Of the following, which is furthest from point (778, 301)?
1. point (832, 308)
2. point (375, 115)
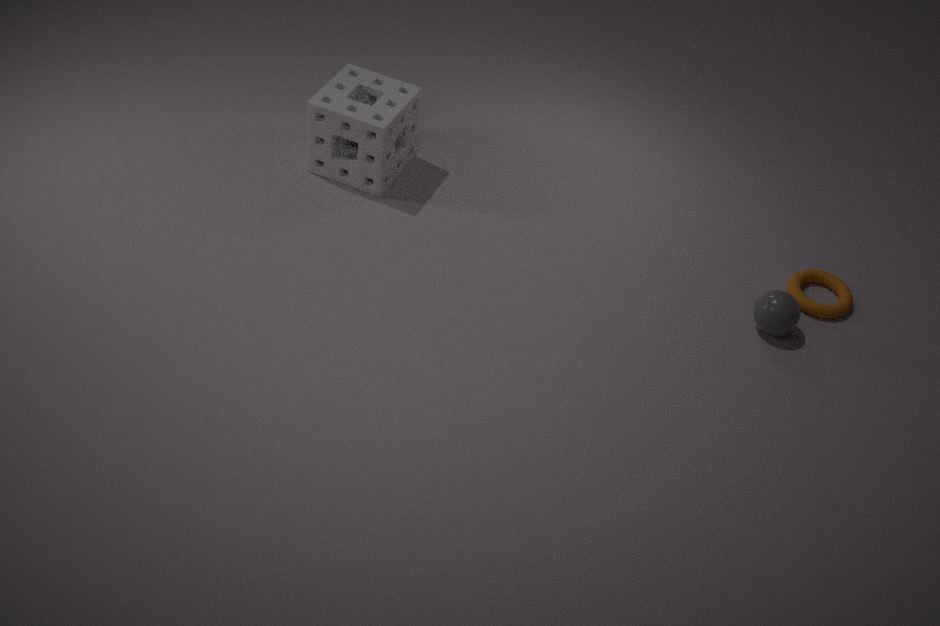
point (375, 115)
